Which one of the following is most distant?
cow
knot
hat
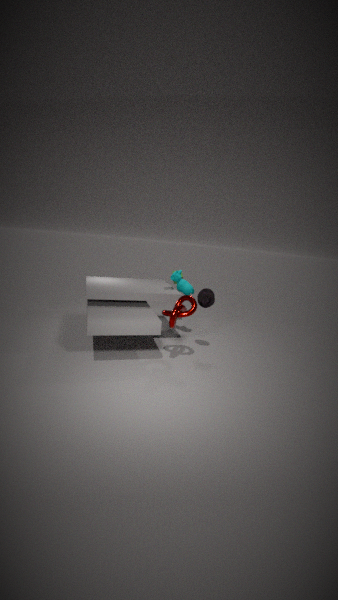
cow
